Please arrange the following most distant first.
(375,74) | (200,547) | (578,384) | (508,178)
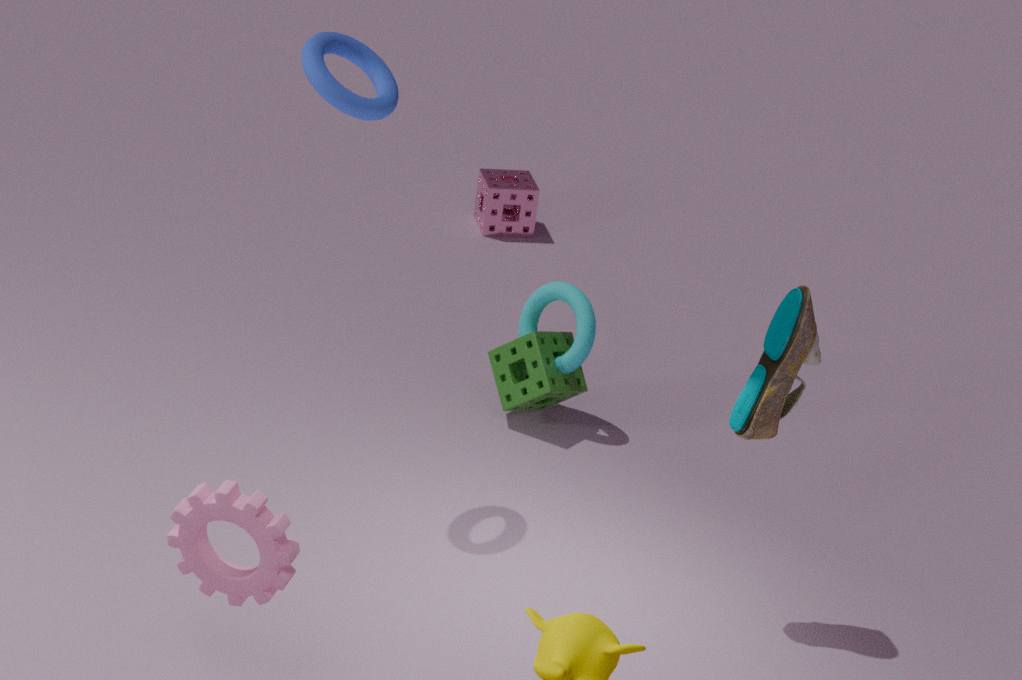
(508,178) → (578,384) → (375,74) → (200,547)
